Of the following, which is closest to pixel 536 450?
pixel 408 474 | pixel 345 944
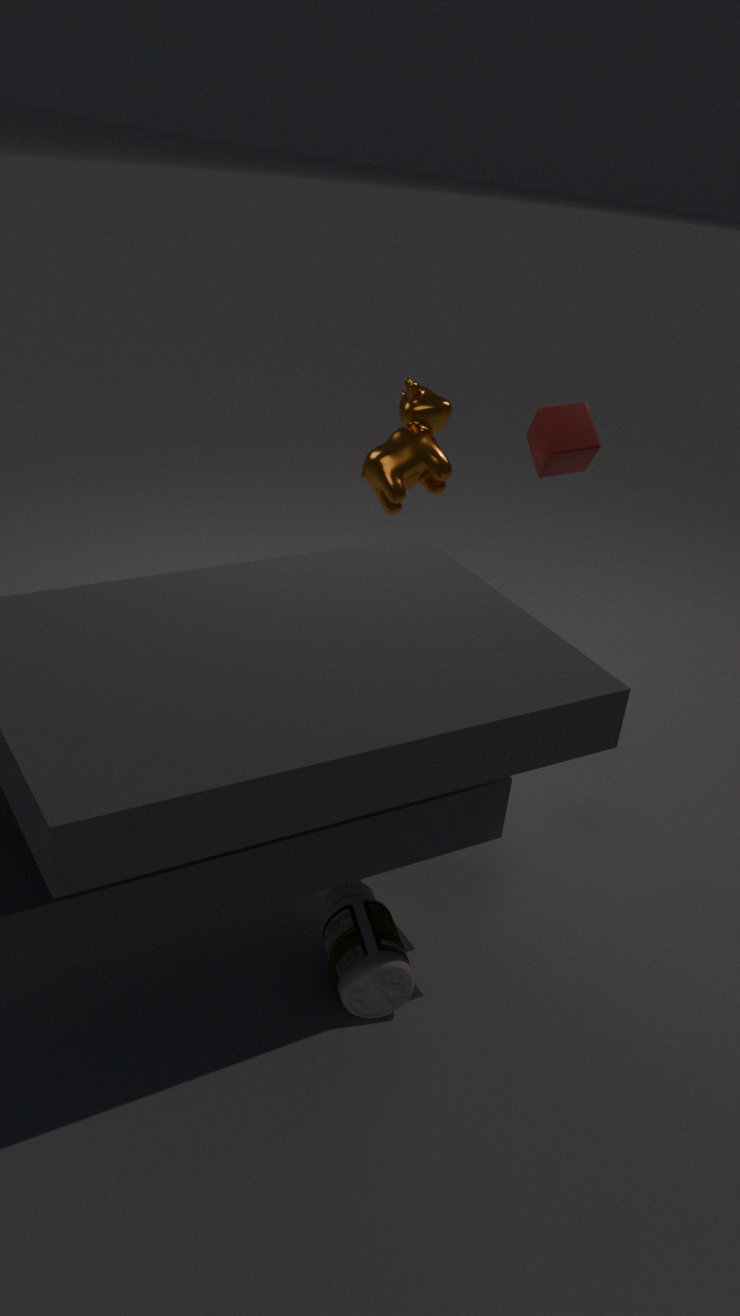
pixel 408 474
